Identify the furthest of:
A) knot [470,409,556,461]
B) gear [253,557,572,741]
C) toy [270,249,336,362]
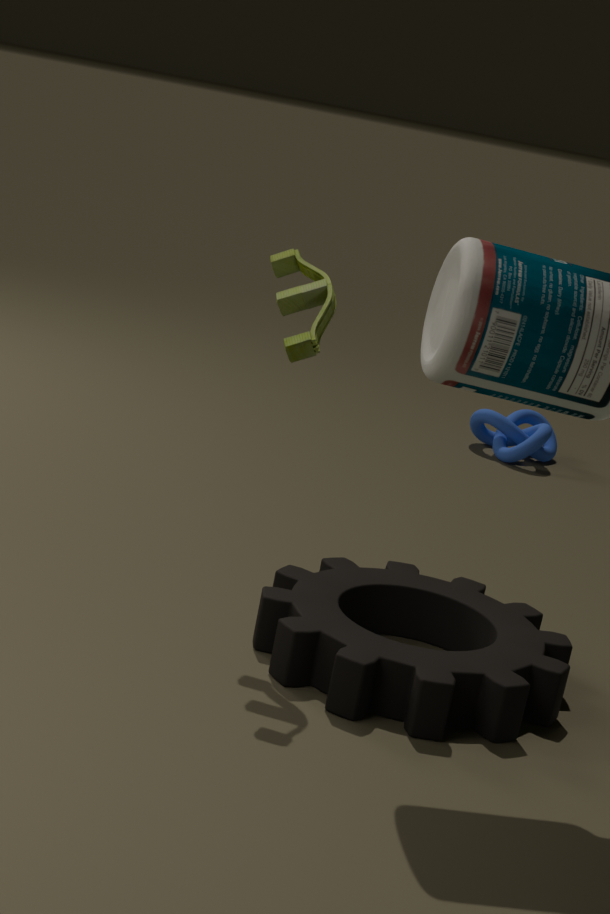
knot [470,409,556,461]
